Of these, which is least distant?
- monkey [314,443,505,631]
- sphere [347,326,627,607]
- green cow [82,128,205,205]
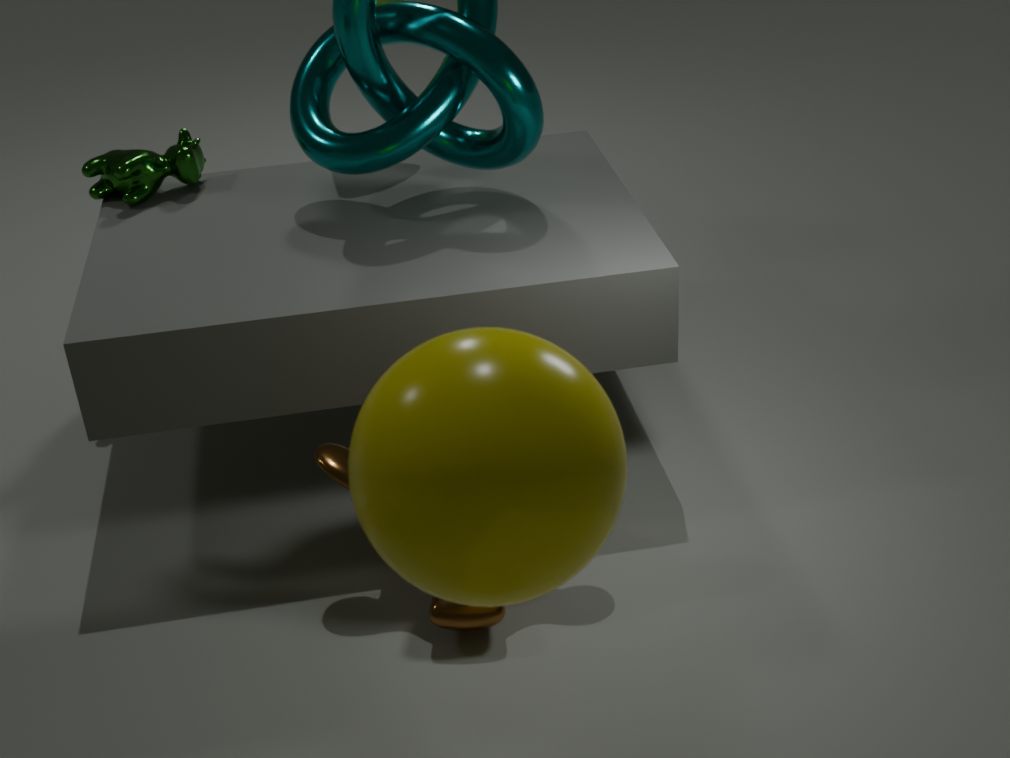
sphere [347,326,627,607]
